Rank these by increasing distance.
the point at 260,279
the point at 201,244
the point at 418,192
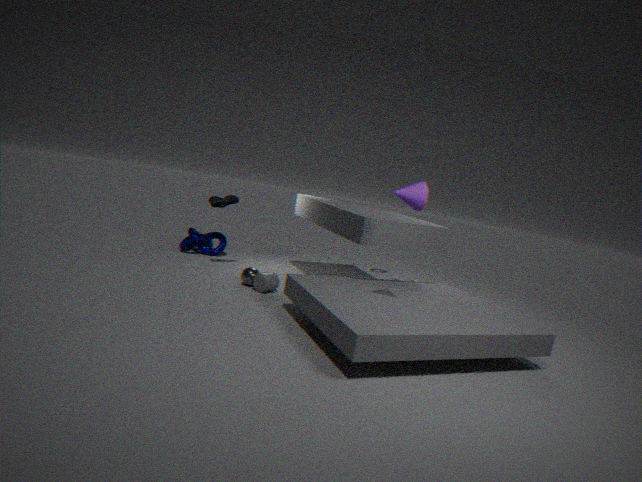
1. the point at 418,192
2. the point at 260,279
3. the point at 201,244
